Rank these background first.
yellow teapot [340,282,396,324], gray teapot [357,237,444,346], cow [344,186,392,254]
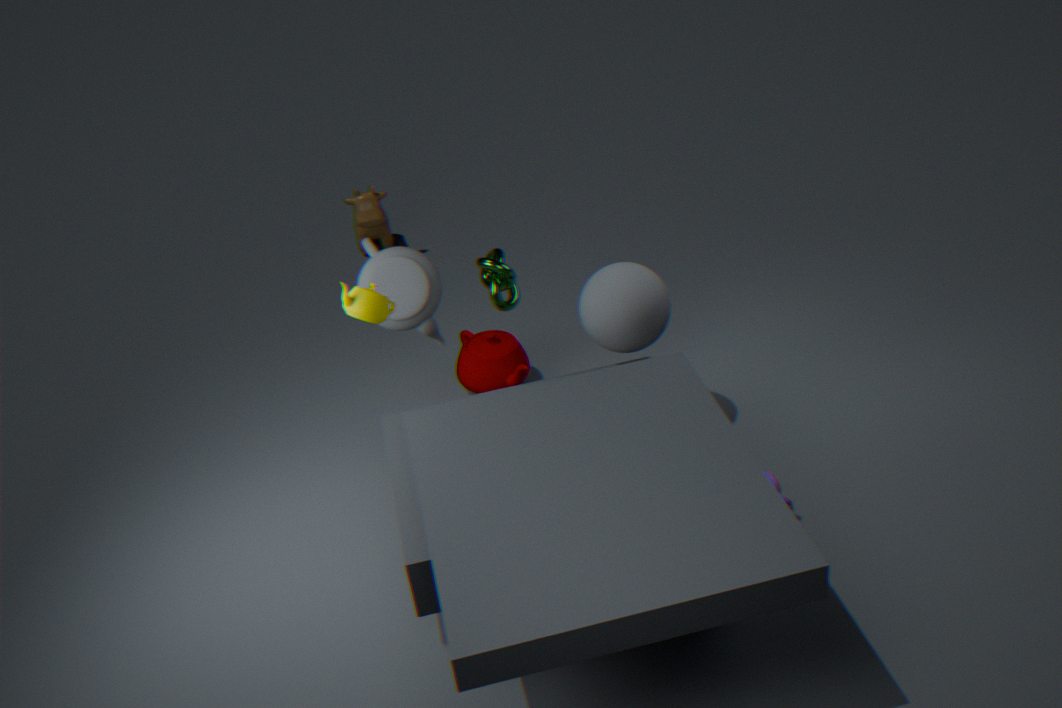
1. cow [344,186,392,254]
2. gray teapot [357,237,444,346]
3. yellow teapot [340,282,396,324]
